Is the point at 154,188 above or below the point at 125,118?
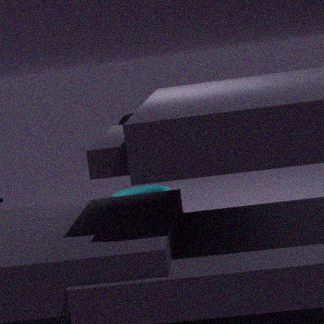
below
